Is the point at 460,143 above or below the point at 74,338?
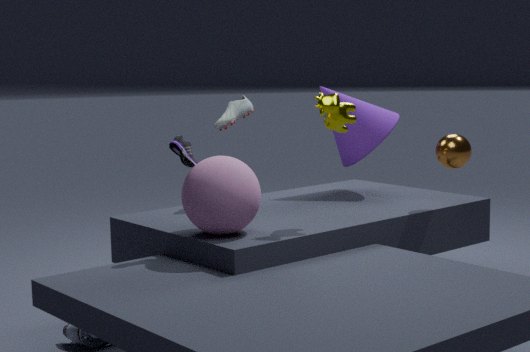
above
